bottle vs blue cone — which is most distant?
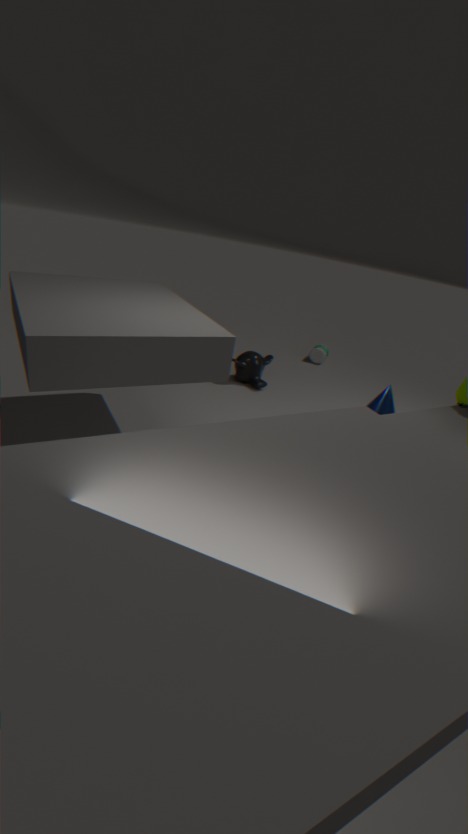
bottle
